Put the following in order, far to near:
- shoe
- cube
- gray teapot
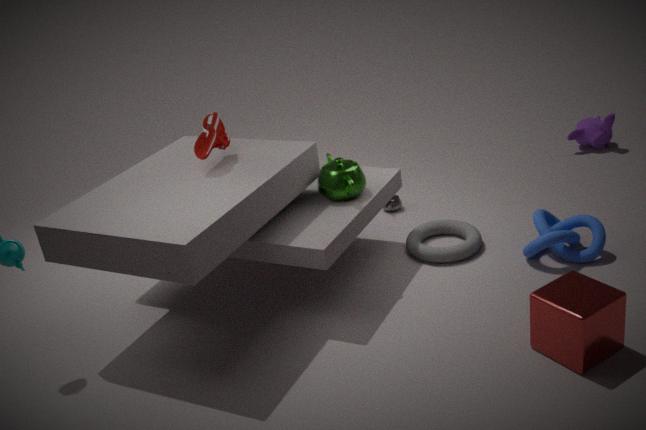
gray teapot < shoe < cube
